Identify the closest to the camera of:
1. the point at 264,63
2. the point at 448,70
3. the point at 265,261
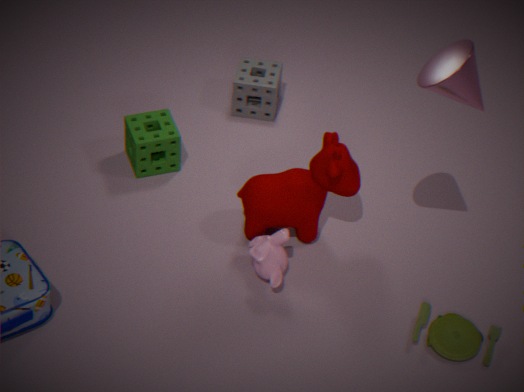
the point at 448,70
